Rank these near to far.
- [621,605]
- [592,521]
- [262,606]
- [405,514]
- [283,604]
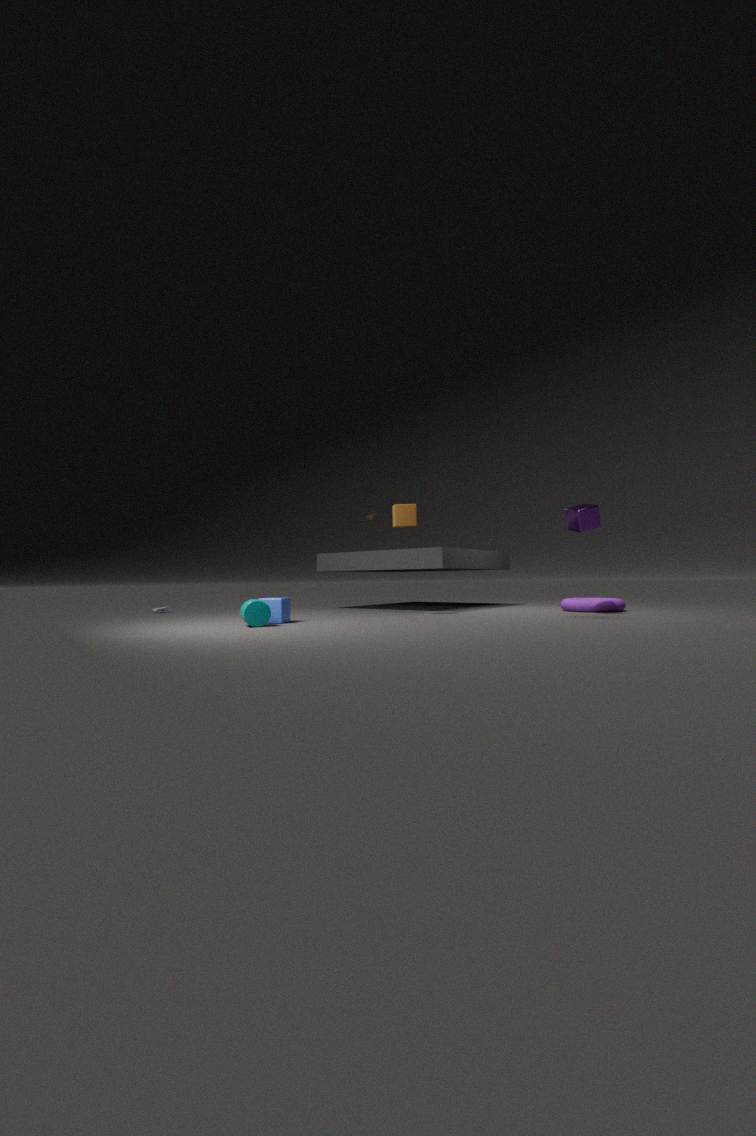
[262,606] → [283,604] → [592,521] → [405,514] → [621,605]
